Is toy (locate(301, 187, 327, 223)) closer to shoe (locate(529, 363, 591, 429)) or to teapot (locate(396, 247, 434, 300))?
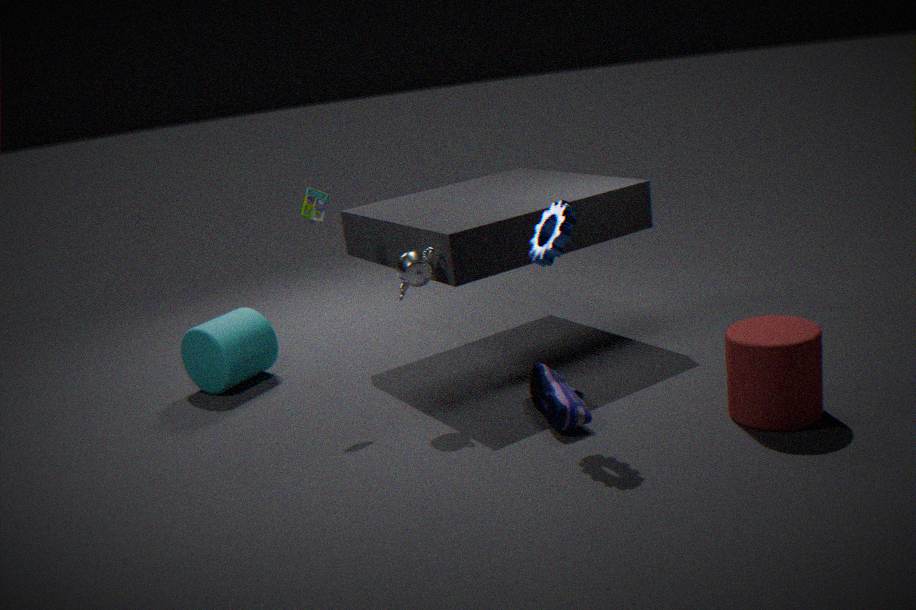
teapot (locate(396, 247, 434, 300))
